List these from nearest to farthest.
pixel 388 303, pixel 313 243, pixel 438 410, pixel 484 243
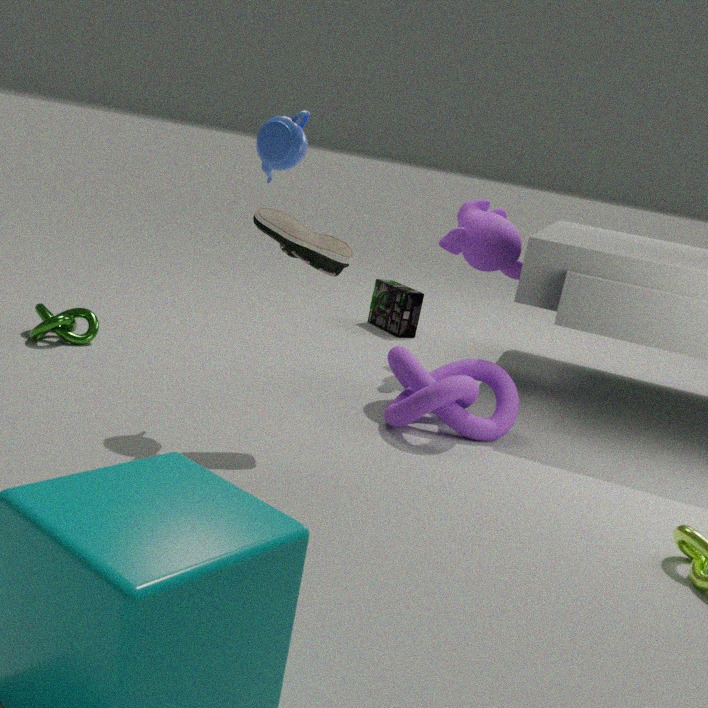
pixel 313 243 → pixel 438 410 → pixel 484 243 → pixel 388 303
